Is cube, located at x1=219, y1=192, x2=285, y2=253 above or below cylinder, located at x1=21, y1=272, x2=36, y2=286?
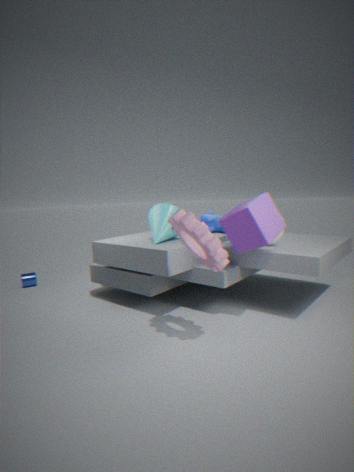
above
